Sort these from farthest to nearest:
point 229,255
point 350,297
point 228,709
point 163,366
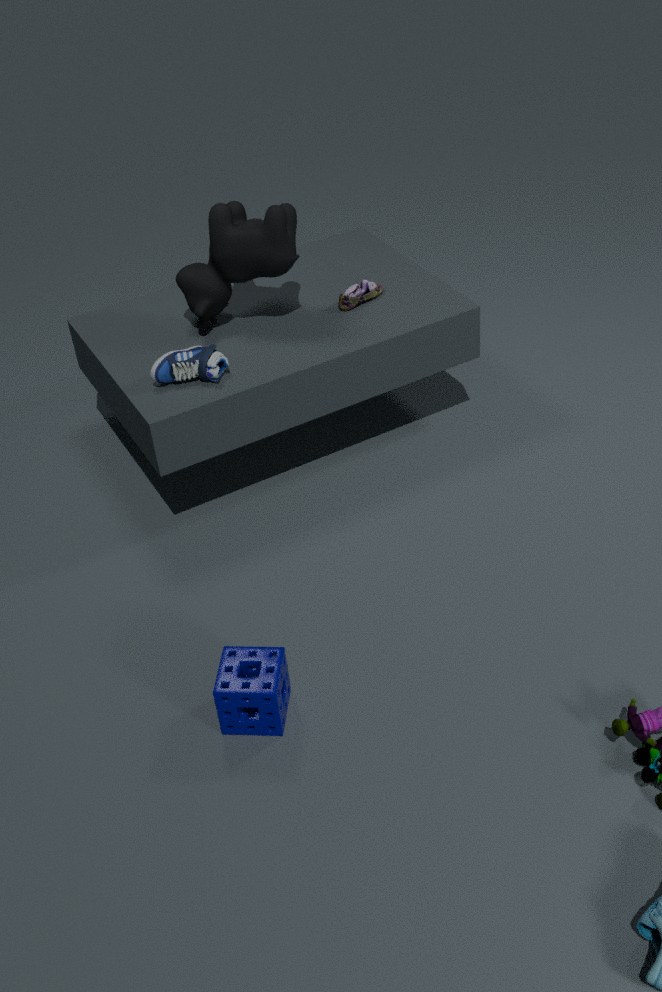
point 350,297
point 229,255
point 163,366
point 228,709
